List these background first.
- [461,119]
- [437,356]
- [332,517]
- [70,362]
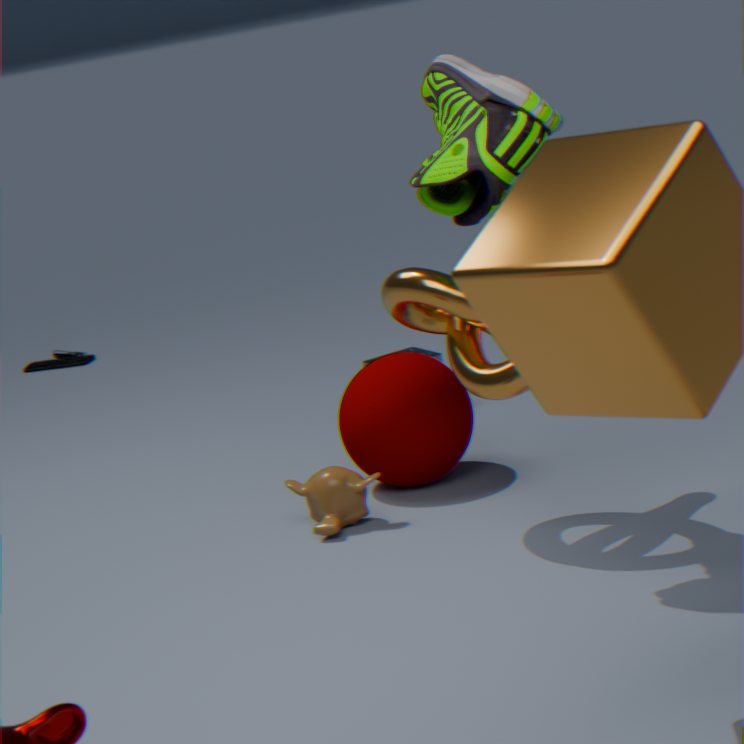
[70,362] < [437,356] < [332,517] < [461,119]
